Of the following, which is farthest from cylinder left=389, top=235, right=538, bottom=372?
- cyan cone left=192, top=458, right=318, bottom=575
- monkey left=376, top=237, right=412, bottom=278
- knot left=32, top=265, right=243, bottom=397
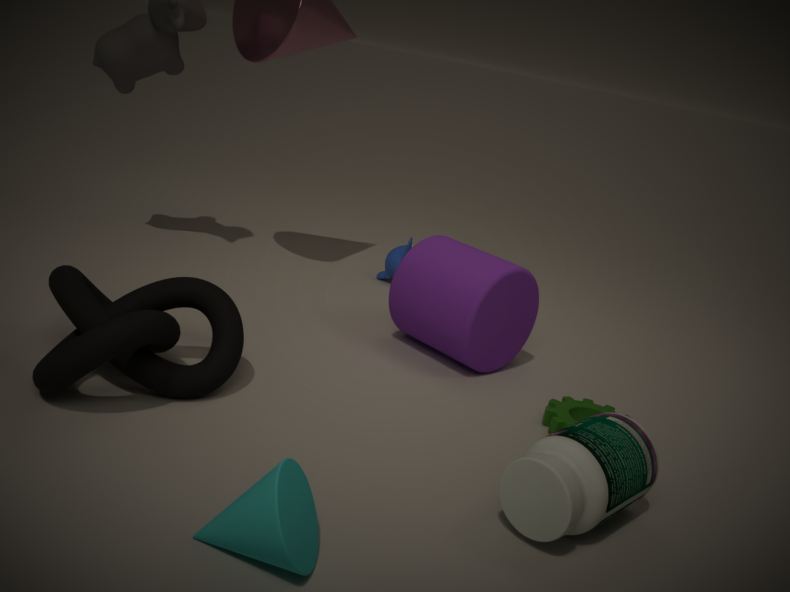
cyan cone left=192, top=458, right=318, bottom=575
